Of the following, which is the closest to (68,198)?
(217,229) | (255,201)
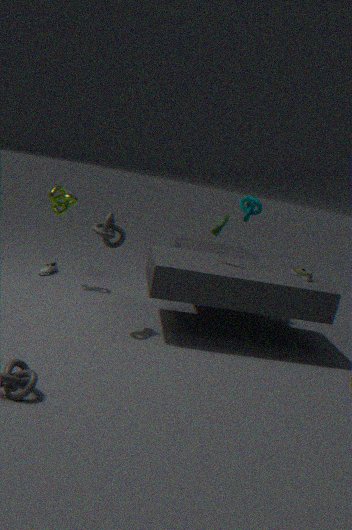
(217,229)
